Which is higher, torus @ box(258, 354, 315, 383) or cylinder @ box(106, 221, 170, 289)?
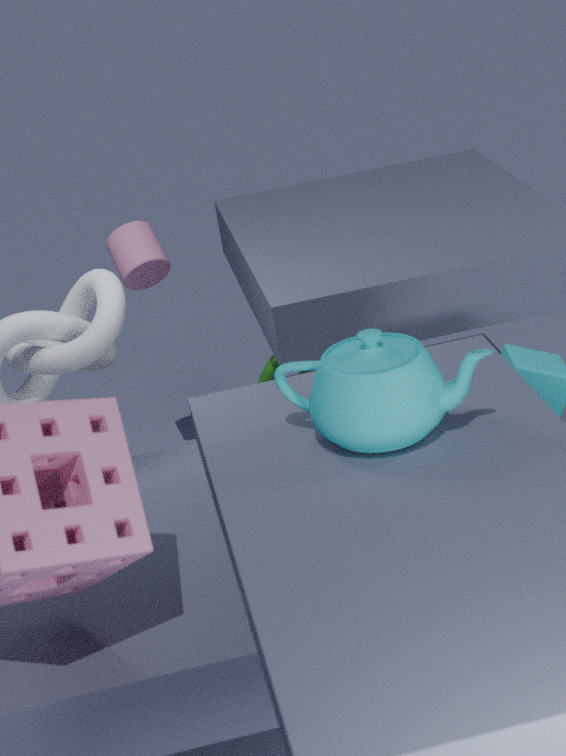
cylinder @ box(106, 221, 170, 289)
